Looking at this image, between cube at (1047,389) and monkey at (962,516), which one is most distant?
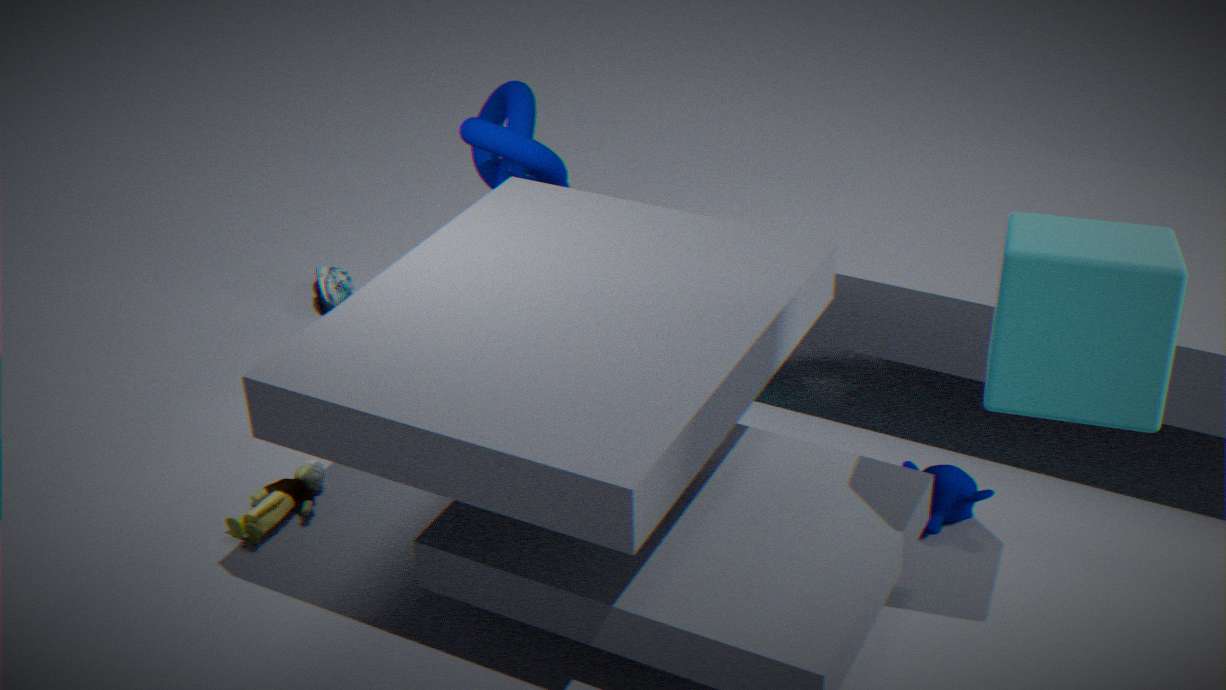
monkey at (962,516)
